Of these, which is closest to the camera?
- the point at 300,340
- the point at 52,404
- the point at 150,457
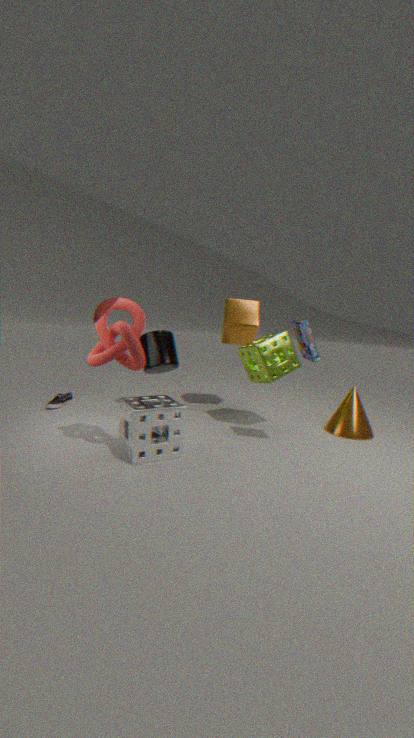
the point at 150,457
